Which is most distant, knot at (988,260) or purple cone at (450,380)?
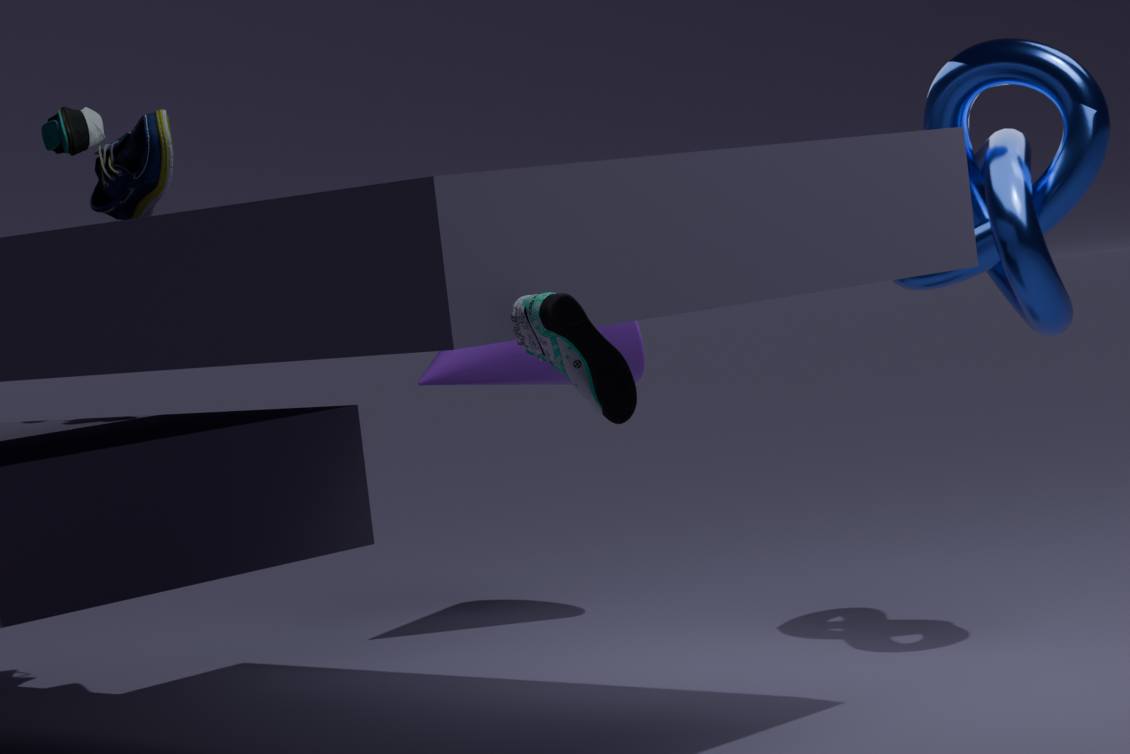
purple cone at (450,380)
